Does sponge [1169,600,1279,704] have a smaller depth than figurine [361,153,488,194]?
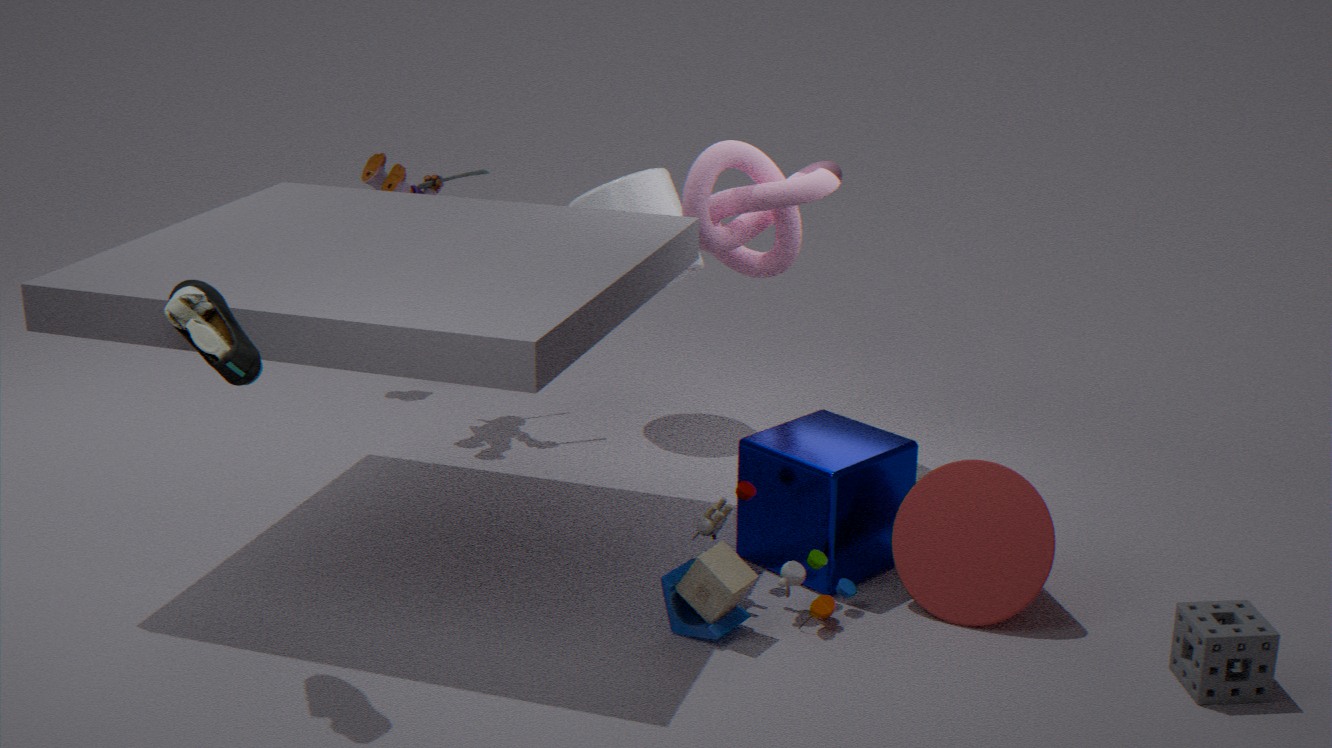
Yes
